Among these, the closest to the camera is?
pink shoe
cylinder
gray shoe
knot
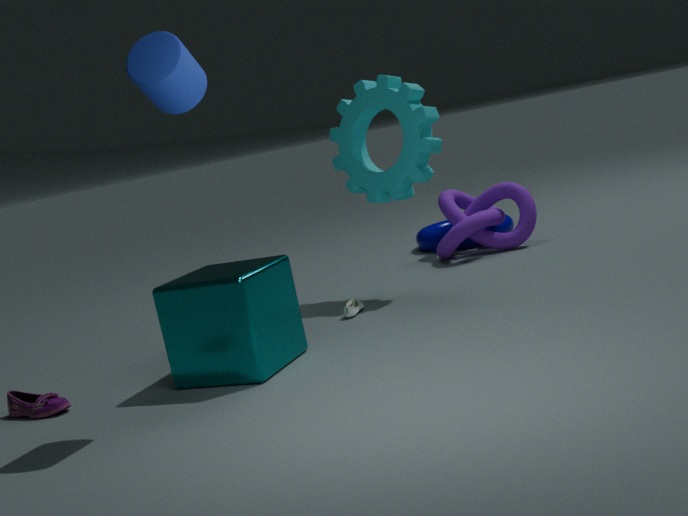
cylinder
